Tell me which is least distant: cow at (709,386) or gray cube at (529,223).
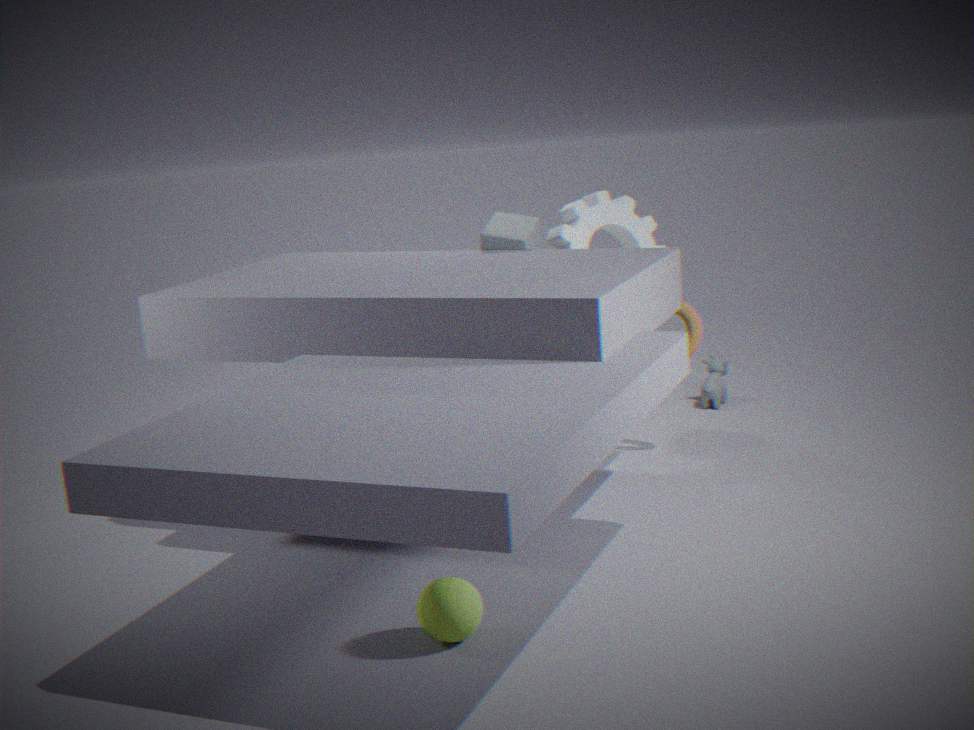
gray cube at (529,223)
